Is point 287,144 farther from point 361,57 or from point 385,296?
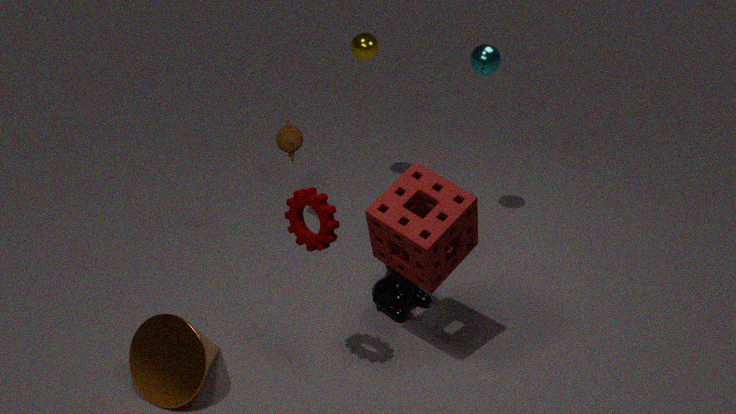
point 385,296
